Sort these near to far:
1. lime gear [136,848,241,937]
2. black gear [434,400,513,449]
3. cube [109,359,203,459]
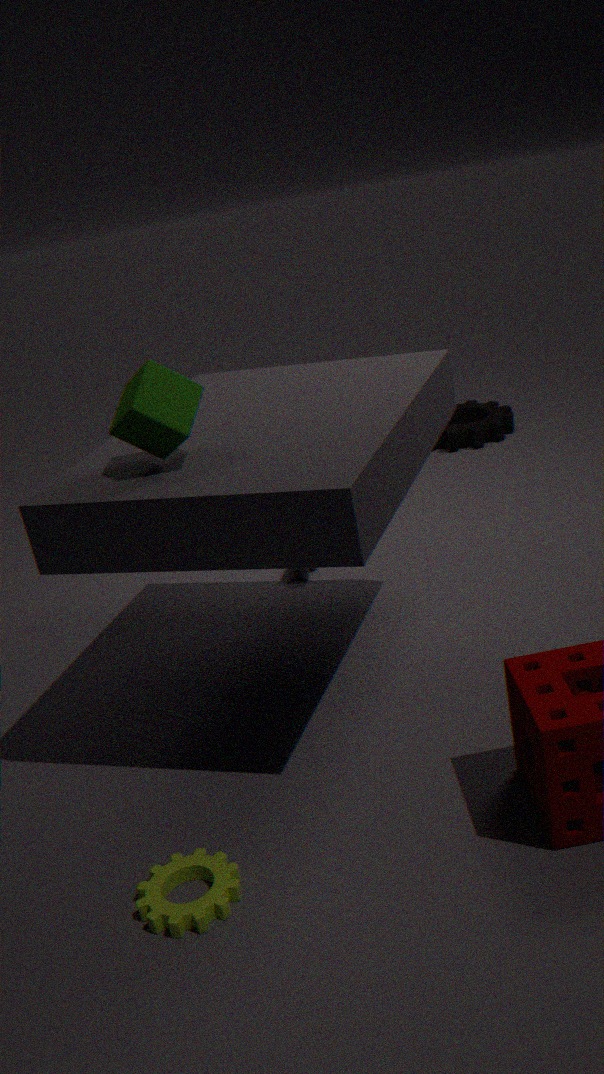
lime gear [136,848,241,937], cube [109,359,203,459], black gear [434,400,513,449]
